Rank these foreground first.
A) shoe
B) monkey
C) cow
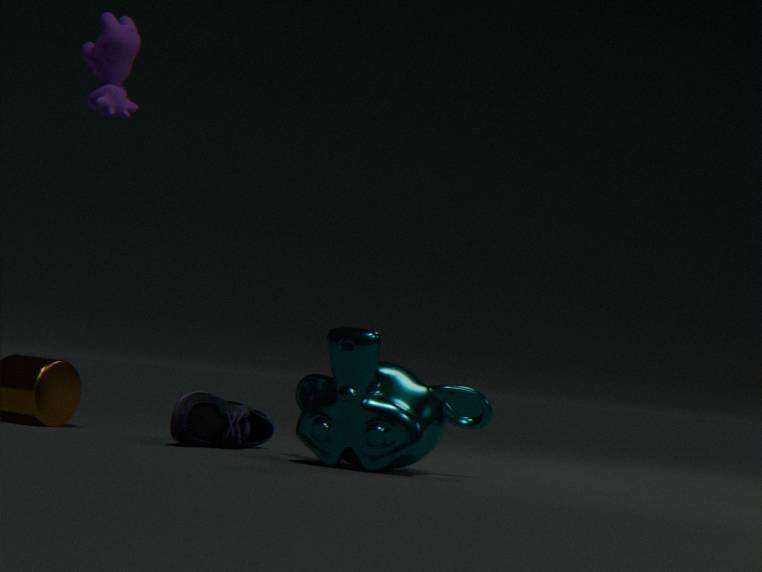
monkey
shoe
cow
